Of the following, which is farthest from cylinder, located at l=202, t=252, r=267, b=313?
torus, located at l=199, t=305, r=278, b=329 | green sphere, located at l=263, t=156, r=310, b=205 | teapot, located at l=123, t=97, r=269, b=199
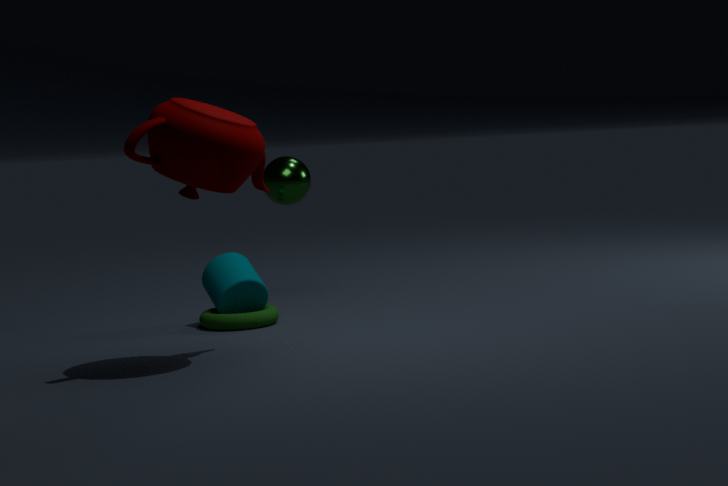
teapot, located at l=123, t=97, r=269, b=199
